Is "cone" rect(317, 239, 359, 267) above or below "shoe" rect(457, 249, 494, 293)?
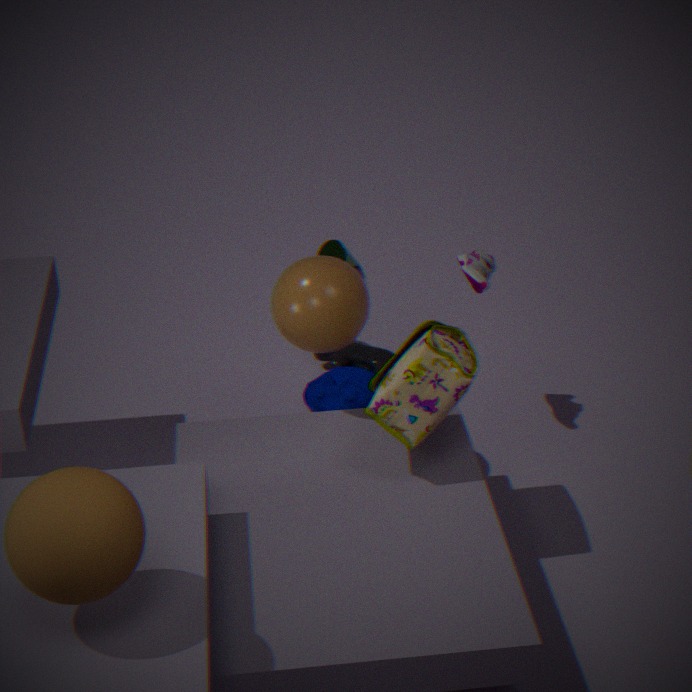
below
